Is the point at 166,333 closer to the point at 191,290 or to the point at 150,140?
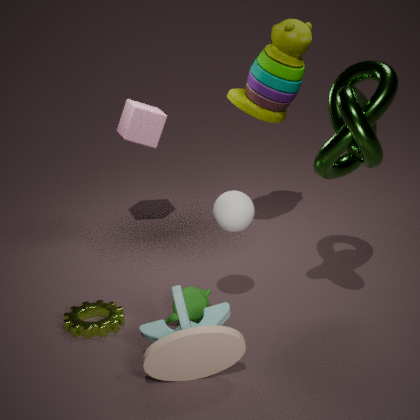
the point at 191,290
